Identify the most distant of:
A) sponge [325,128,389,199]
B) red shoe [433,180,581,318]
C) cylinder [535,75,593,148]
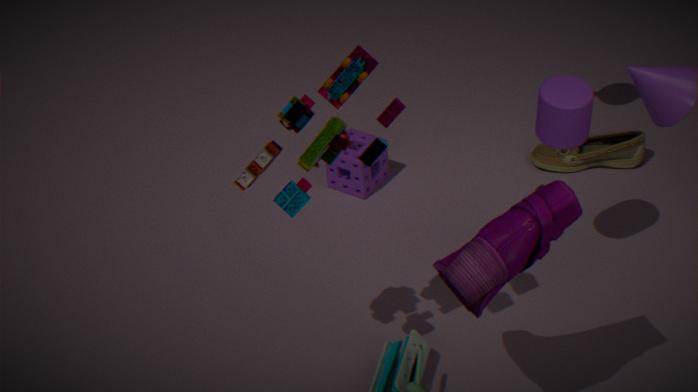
sponge [325,128,389,199]
